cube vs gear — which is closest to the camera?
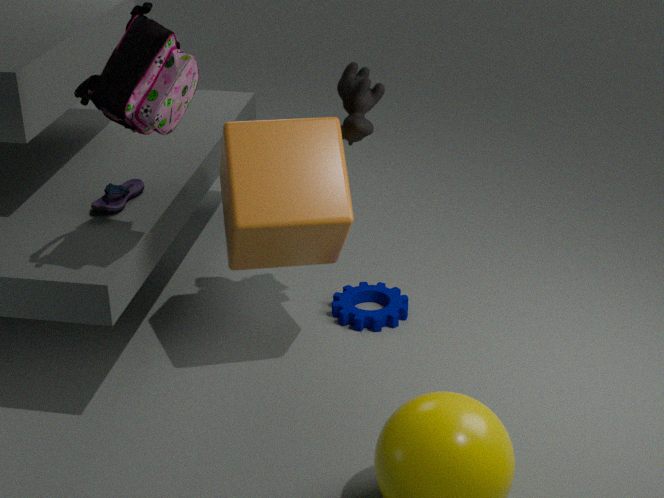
cube
